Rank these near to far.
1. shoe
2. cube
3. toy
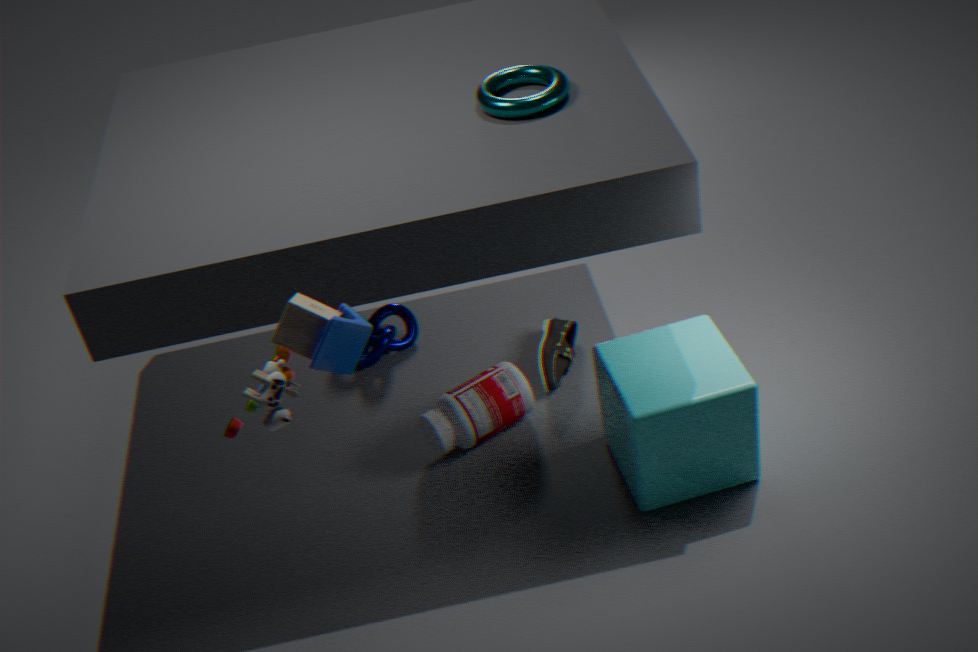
toy → cube → shoe
